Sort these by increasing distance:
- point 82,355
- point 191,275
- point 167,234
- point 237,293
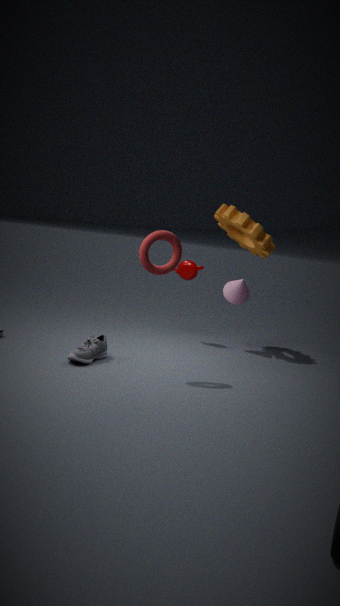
point 167,234, point 82,355, point 237,293, point 191,275
